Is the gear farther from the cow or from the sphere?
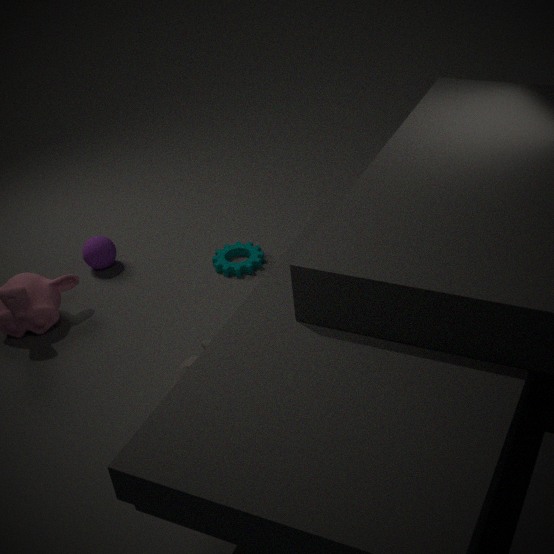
the cow
